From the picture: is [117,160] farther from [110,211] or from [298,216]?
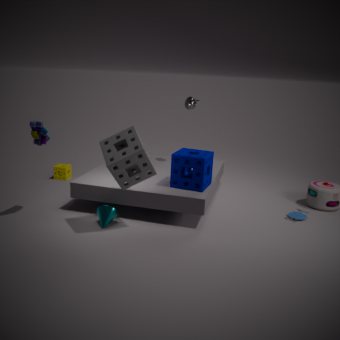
[298,216]
